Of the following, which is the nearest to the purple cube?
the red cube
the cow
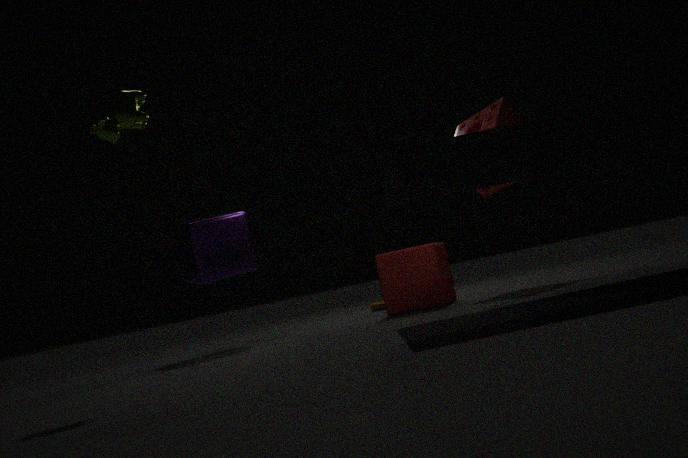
the red cube
